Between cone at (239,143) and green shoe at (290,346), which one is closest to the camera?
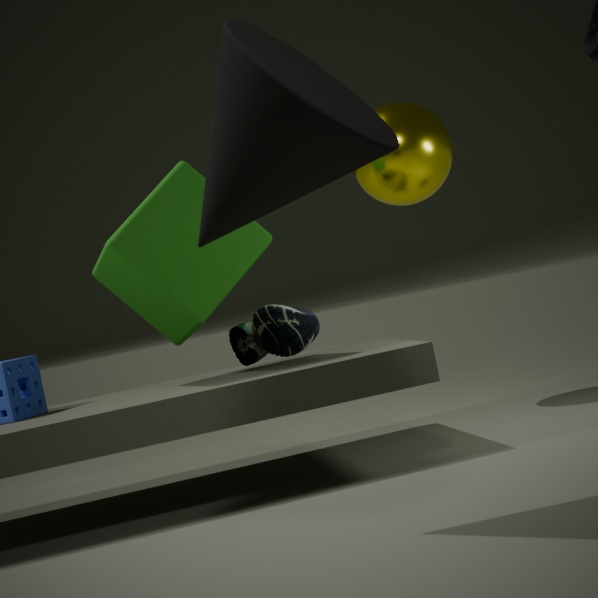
cone at (239,143)
